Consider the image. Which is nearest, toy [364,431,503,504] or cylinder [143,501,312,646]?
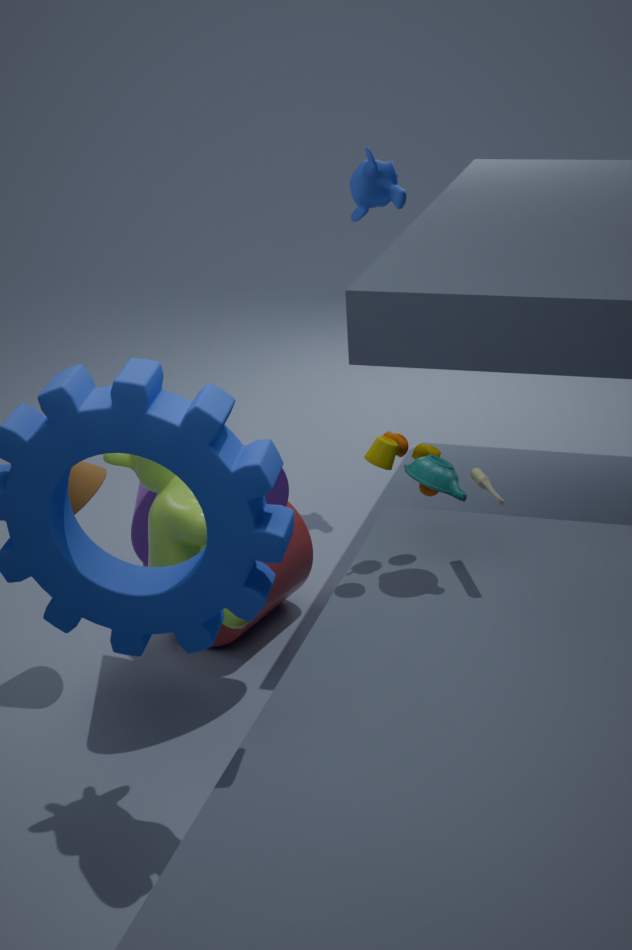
toy [364,431,503,504]
